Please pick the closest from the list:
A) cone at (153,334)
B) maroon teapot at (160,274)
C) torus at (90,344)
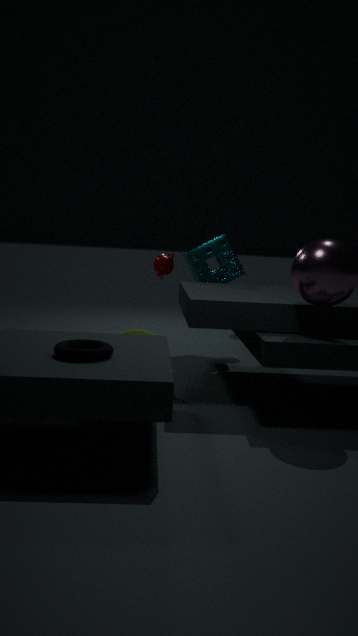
torus at (90,344)
